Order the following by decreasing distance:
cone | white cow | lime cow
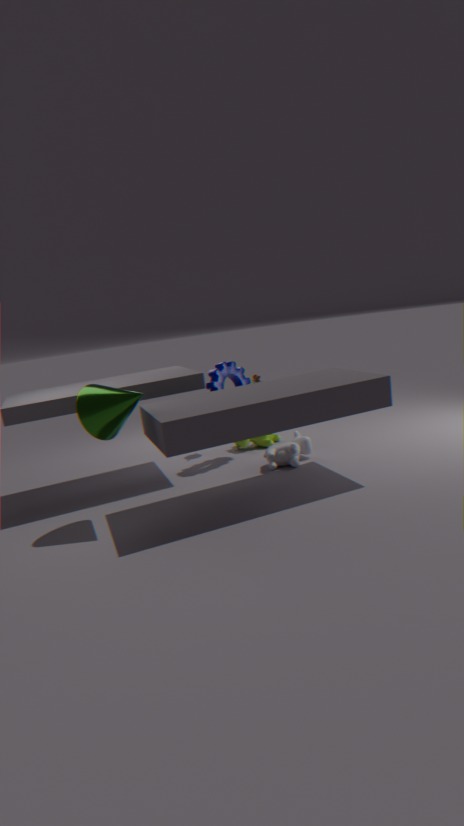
lime cow < white cow < cone
